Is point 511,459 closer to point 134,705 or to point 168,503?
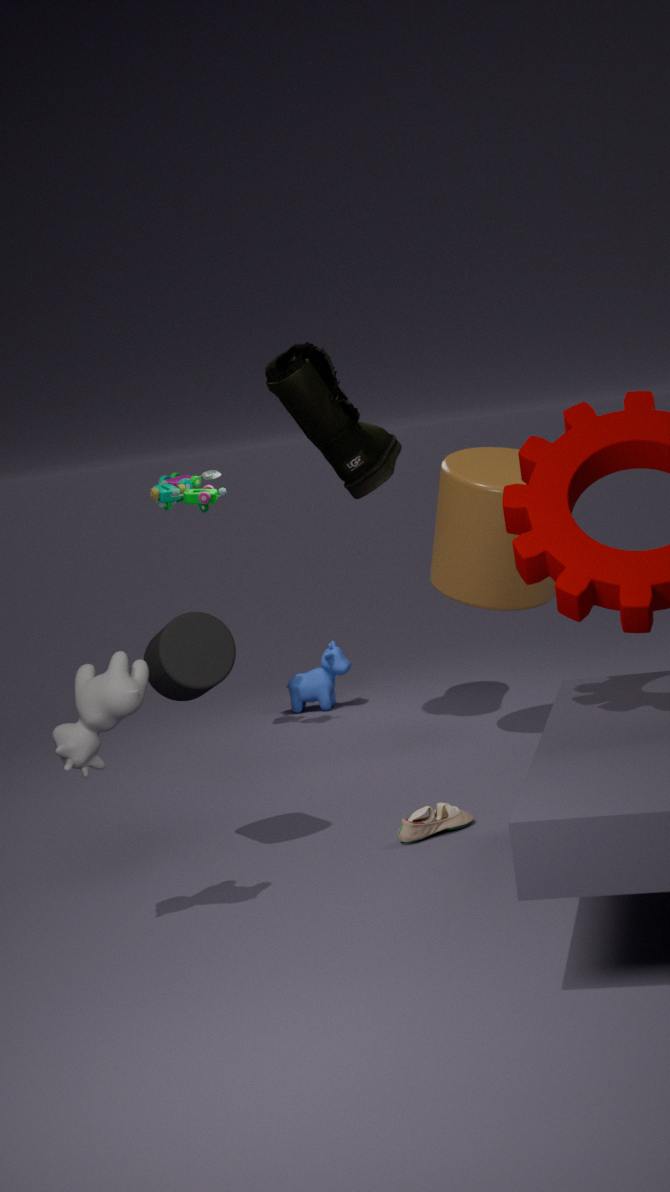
→ point 168,503
